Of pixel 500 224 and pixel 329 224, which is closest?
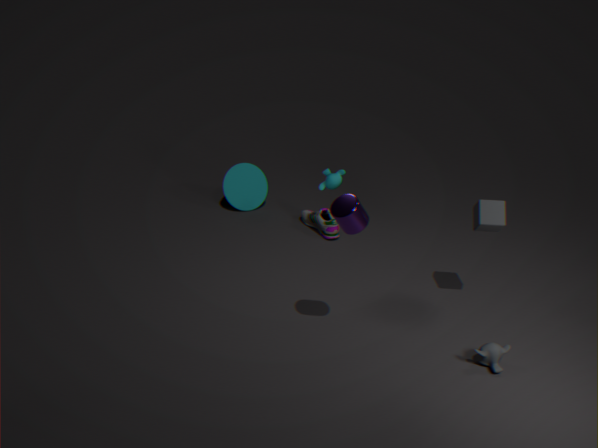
pixel 500 224
